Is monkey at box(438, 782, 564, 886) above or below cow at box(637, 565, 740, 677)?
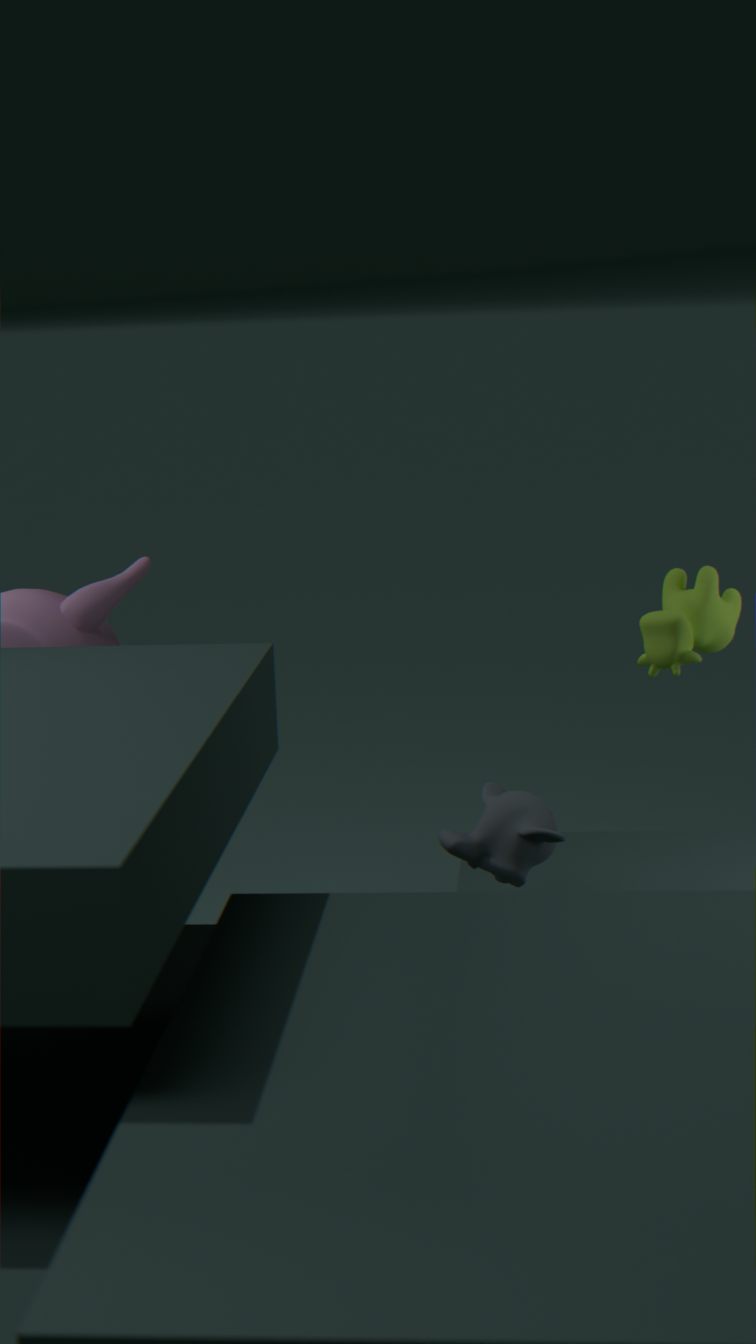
below
